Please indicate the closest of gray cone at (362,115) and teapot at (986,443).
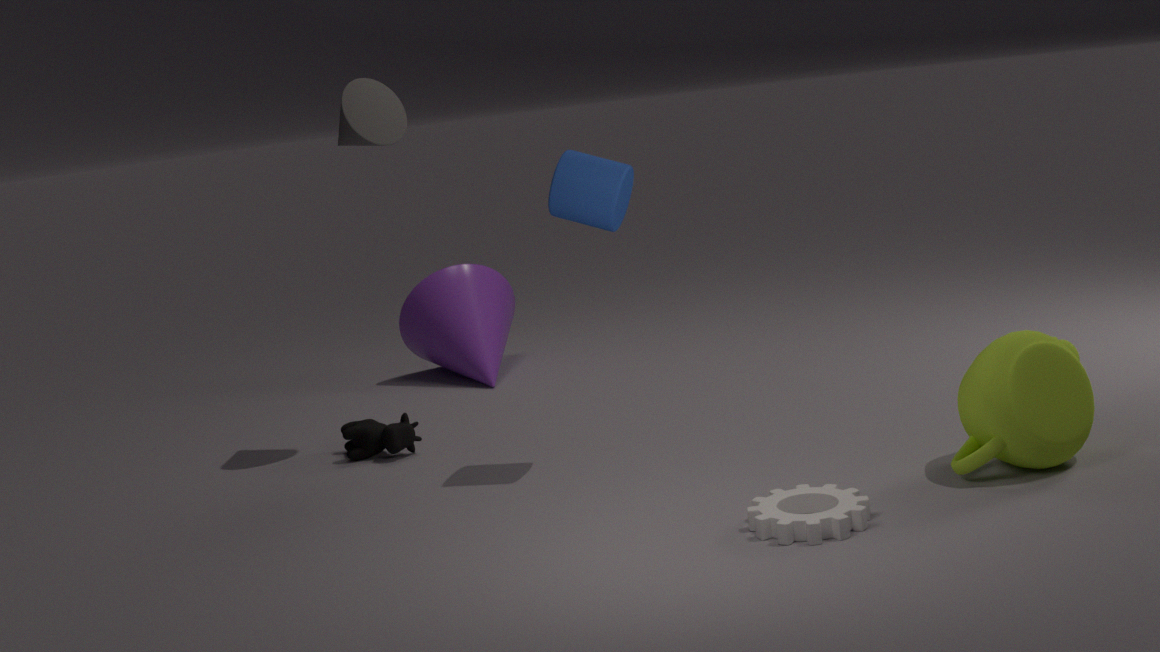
teapot at (986,443)
